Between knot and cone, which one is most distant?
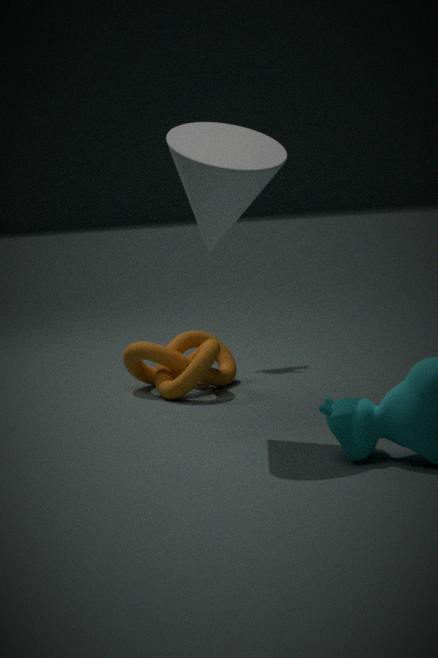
knot
